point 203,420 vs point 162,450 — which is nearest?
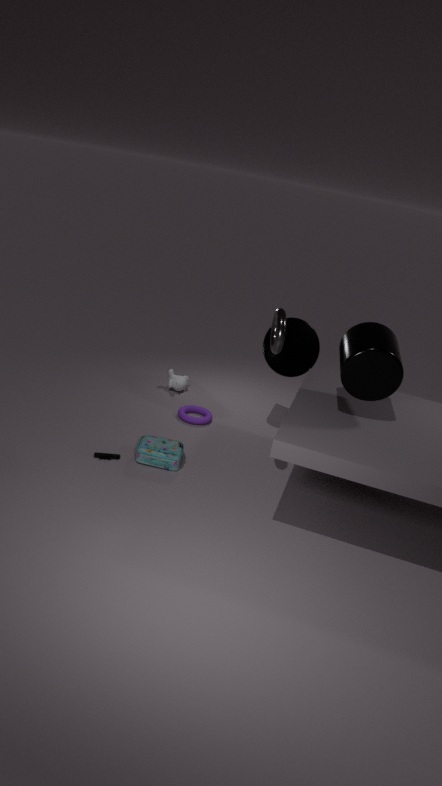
point 162,450
